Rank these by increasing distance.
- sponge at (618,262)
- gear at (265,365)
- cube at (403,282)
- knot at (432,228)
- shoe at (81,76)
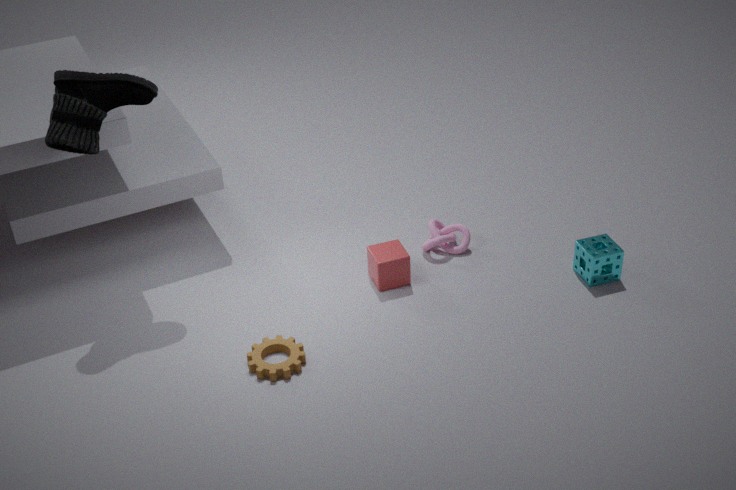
shoe at (81,76)
gear at (265,365)
sponge at (618,262)
cube at (403,282)
knot at (432,228)
